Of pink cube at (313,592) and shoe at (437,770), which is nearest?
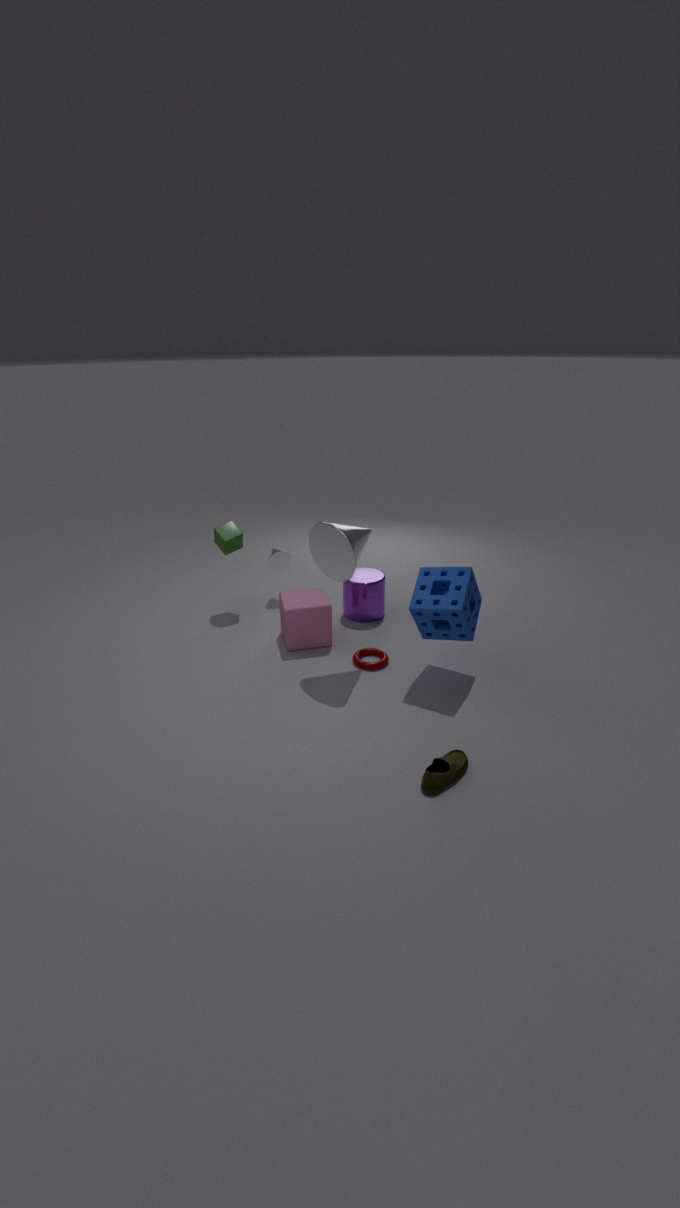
shoe at (437,770)
